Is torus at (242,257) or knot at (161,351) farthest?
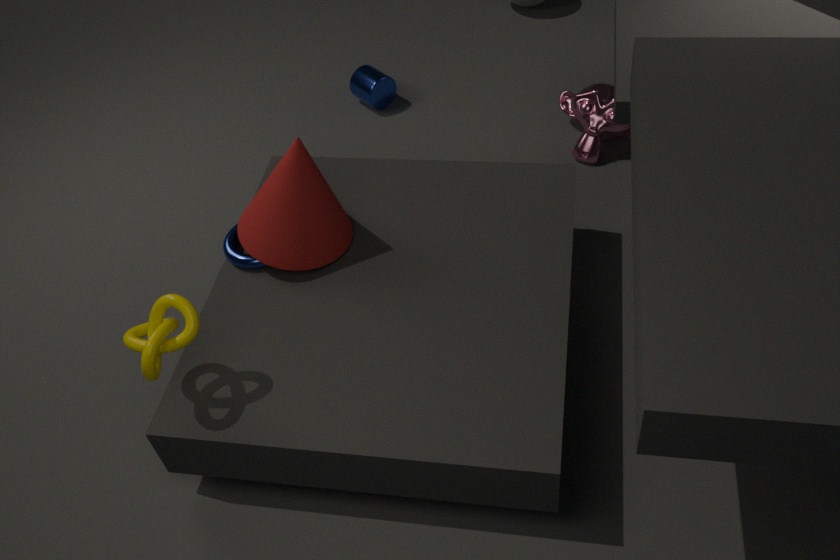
torus at (242,257)
